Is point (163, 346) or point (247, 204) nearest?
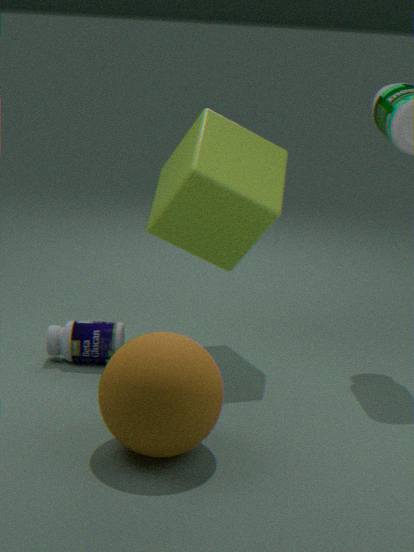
→ point (163, 346)
